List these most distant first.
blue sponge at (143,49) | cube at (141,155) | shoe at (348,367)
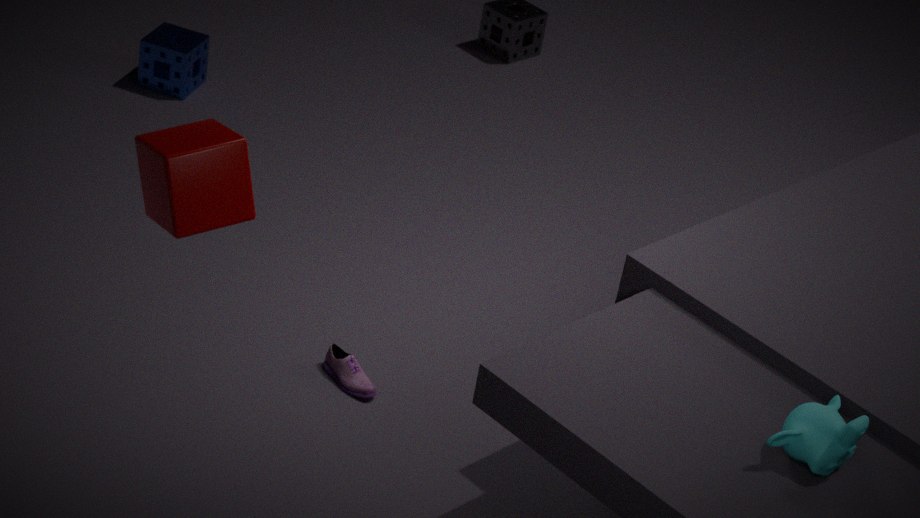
blue sponge at (143,49), shoe at (348,367), cube at (141,155)
